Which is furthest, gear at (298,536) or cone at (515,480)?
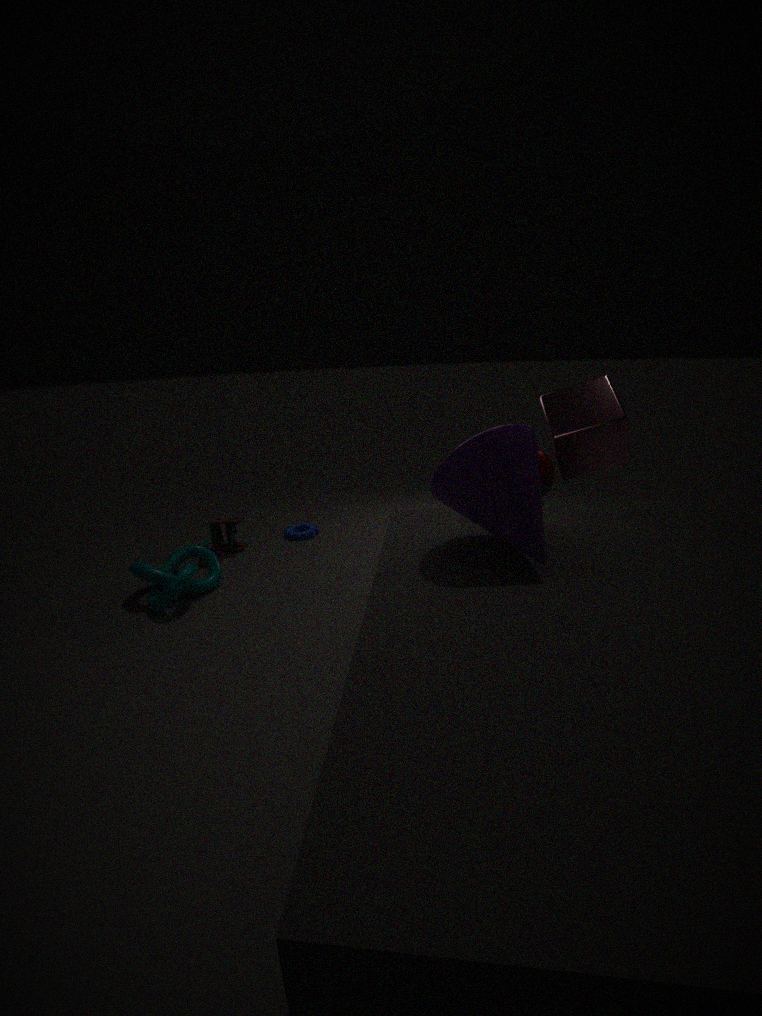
gear at (298,536)
